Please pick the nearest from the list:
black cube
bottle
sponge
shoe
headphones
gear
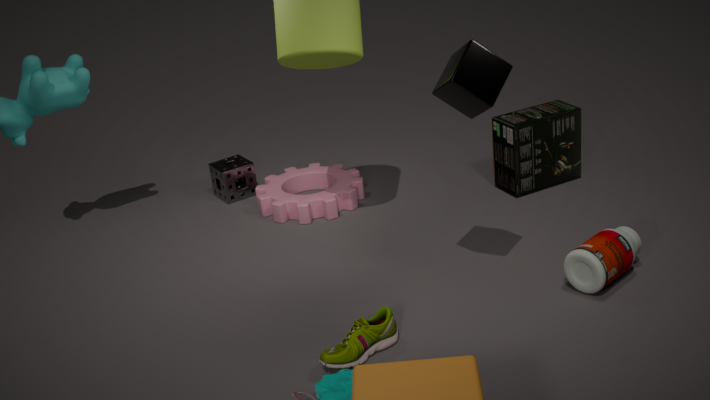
black cube
